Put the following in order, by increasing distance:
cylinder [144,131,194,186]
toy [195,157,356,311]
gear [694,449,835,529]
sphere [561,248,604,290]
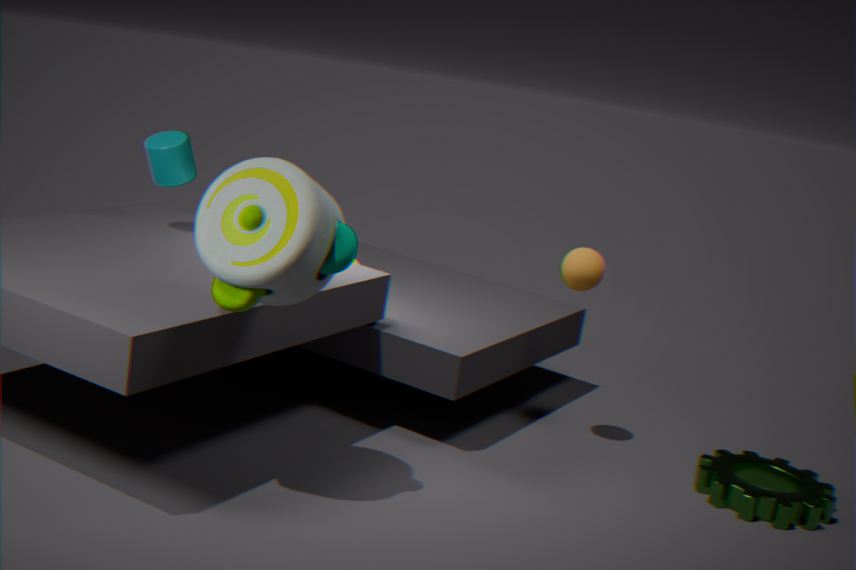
toy [195,157,356,311], gear [694,449,835,529], sphere [561,248,604,290], cylinder [144,131,194,186]
